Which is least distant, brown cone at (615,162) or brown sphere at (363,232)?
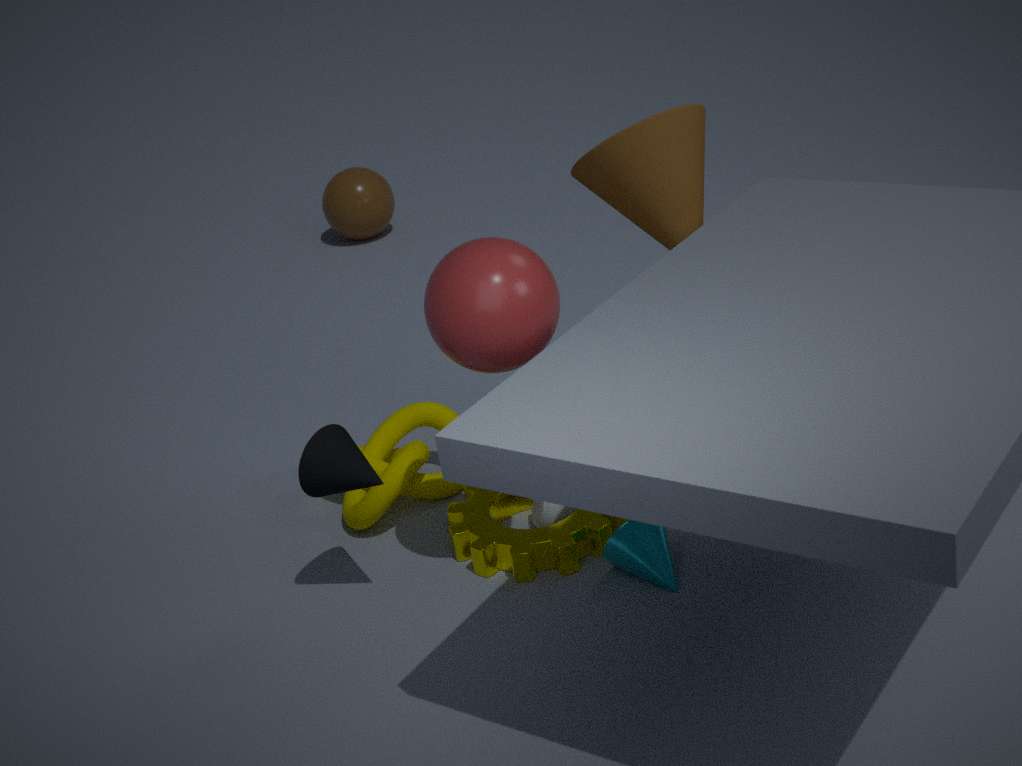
brown cone at (615,162)
